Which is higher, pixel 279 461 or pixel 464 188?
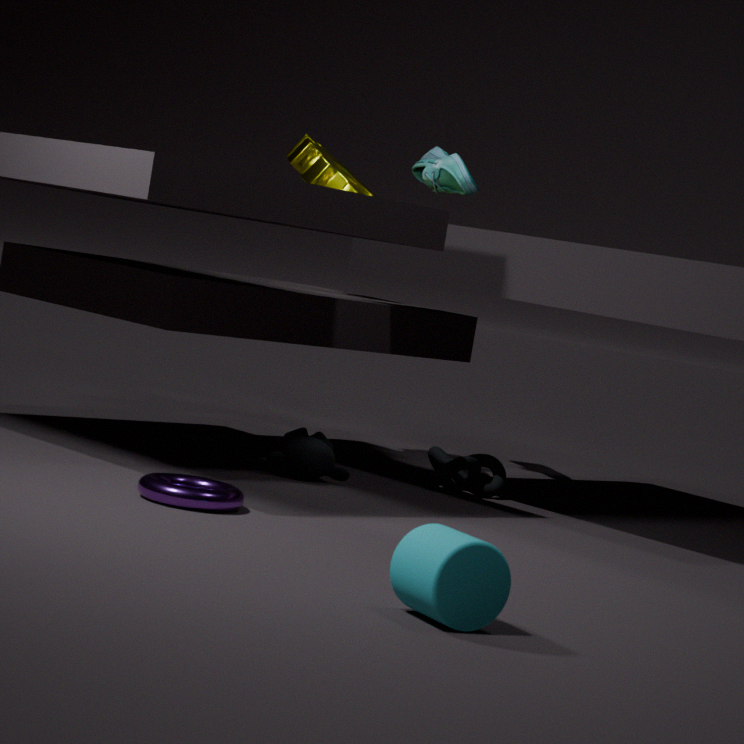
pixel 464 188
